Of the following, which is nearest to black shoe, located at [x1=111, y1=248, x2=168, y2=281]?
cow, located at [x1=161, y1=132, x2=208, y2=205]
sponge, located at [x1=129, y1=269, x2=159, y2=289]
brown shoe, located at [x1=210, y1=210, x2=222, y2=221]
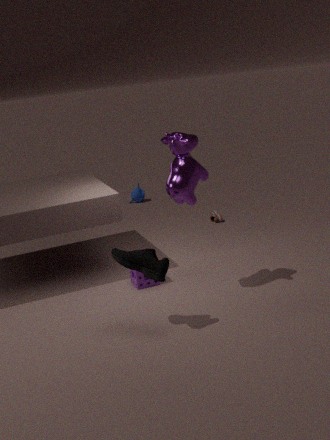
cow, located at [x1=161, y1=132, x2=208, y2=205]
